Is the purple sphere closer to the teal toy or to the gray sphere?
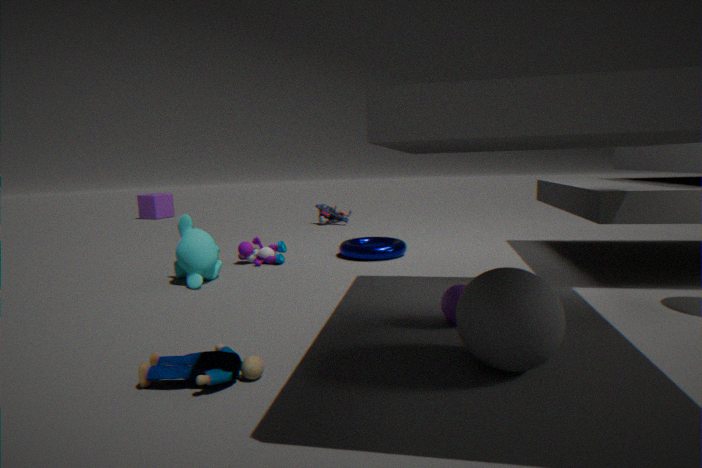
the gray sphere
